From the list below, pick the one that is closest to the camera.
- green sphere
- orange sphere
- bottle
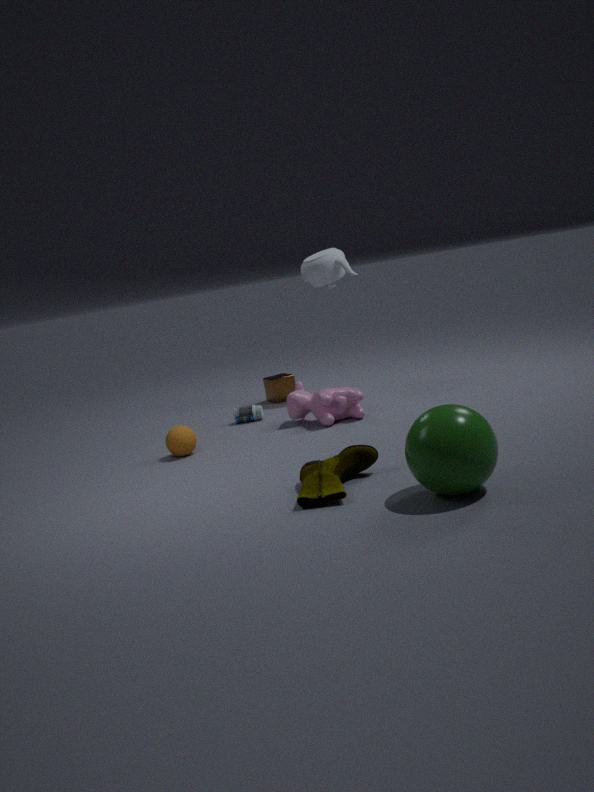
green sphere
